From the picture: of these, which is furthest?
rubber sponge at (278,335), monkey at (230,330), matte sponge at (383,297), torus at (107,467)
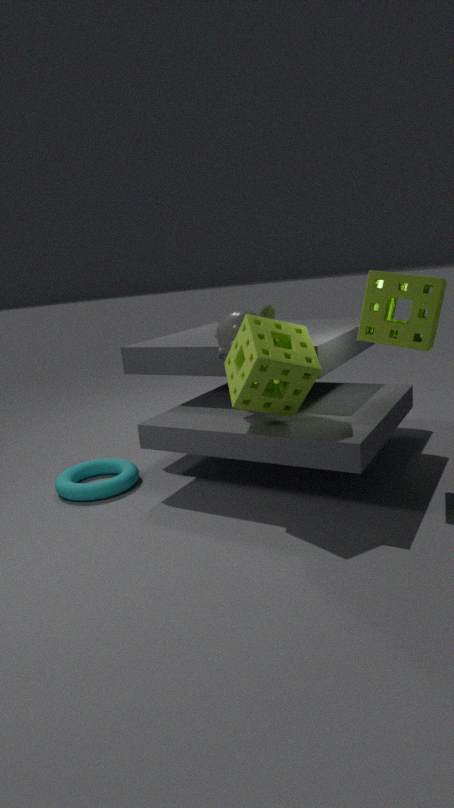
torus at (107,467)
